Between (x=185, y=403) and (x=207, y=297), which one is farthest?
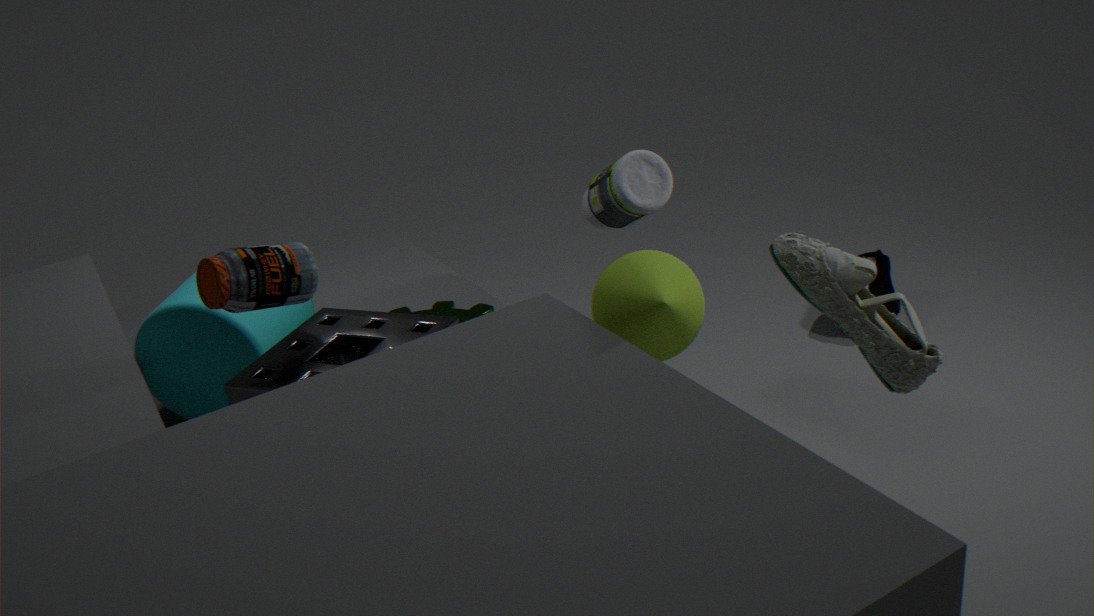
(x=185, y=403)
